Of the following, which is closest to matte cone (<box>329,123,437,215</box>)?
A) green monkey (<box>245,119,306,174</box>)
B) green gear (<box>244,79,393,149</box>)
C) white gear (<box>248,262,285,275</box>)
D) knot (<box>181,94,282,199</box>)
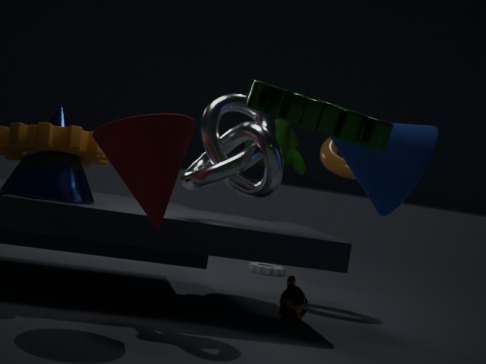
green gear (<box>244,79,393,149</box>)
